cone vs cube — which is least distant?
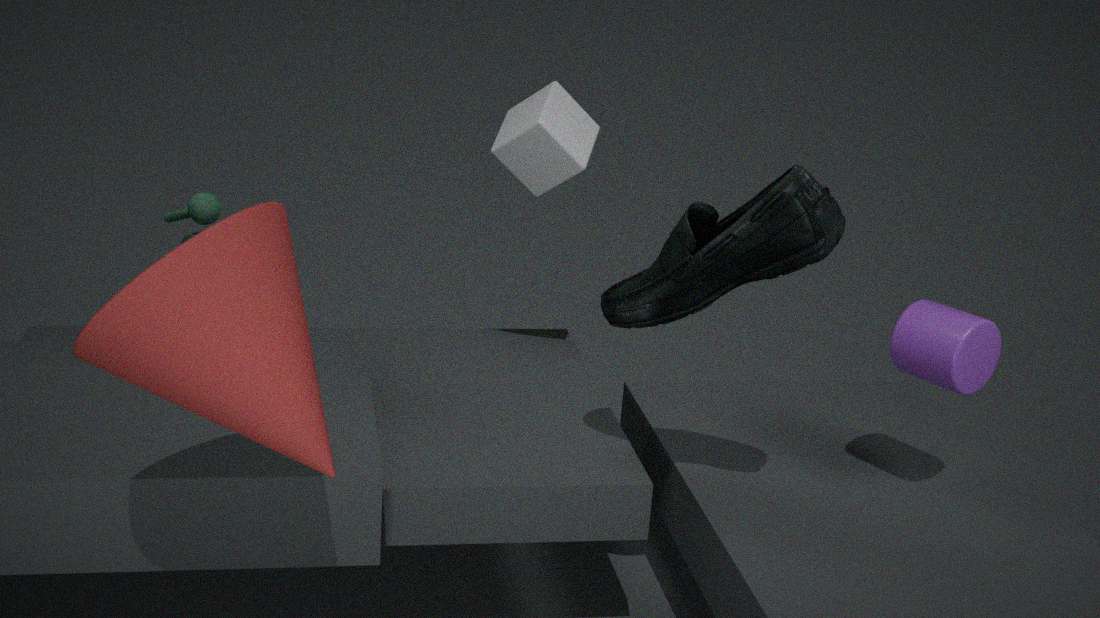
cone
